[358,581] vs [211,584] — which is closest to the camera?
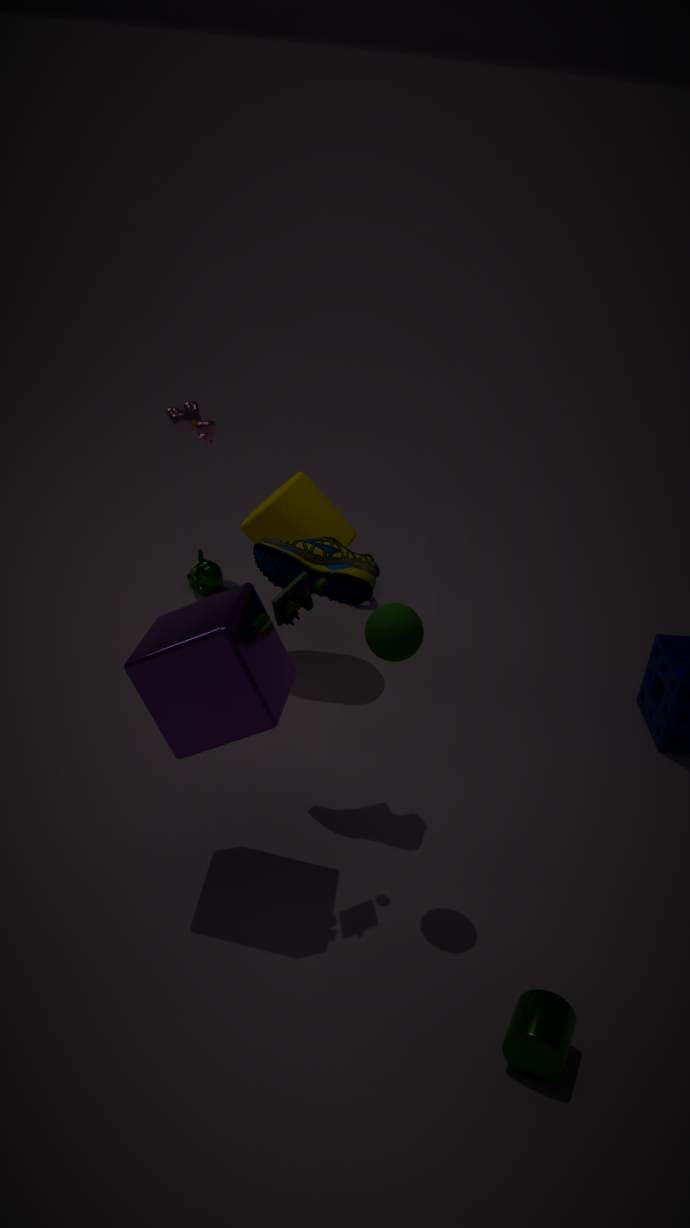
[358,581]
